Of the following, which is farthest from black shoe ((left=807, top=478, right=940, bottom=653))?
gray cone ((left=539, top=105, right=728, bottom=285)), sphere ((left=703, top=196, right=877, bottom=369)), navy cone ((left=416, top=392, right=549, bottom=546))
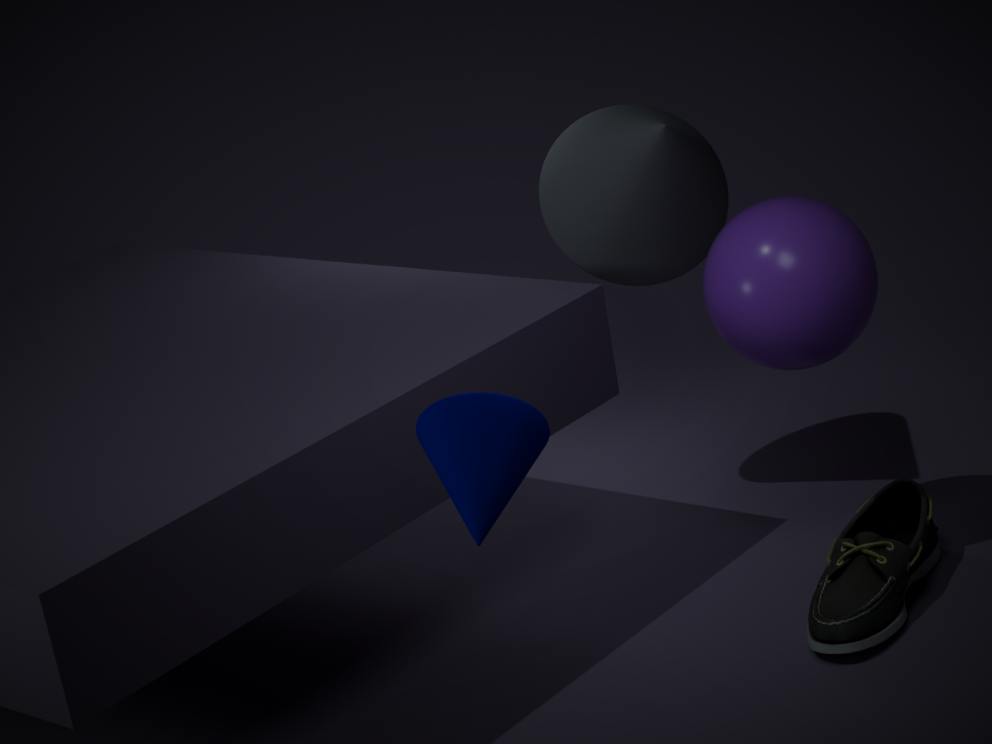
navy cone ((left=416, top=392, right=549, bottom=546))
